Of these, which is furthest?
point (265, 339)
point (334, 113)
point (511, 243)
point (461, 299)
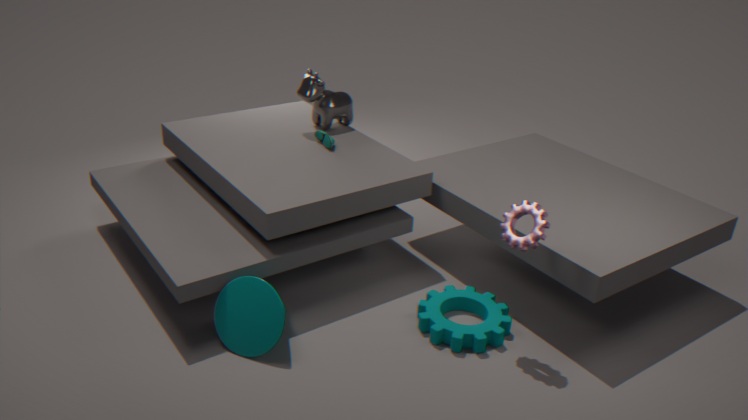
point (334, 113)
